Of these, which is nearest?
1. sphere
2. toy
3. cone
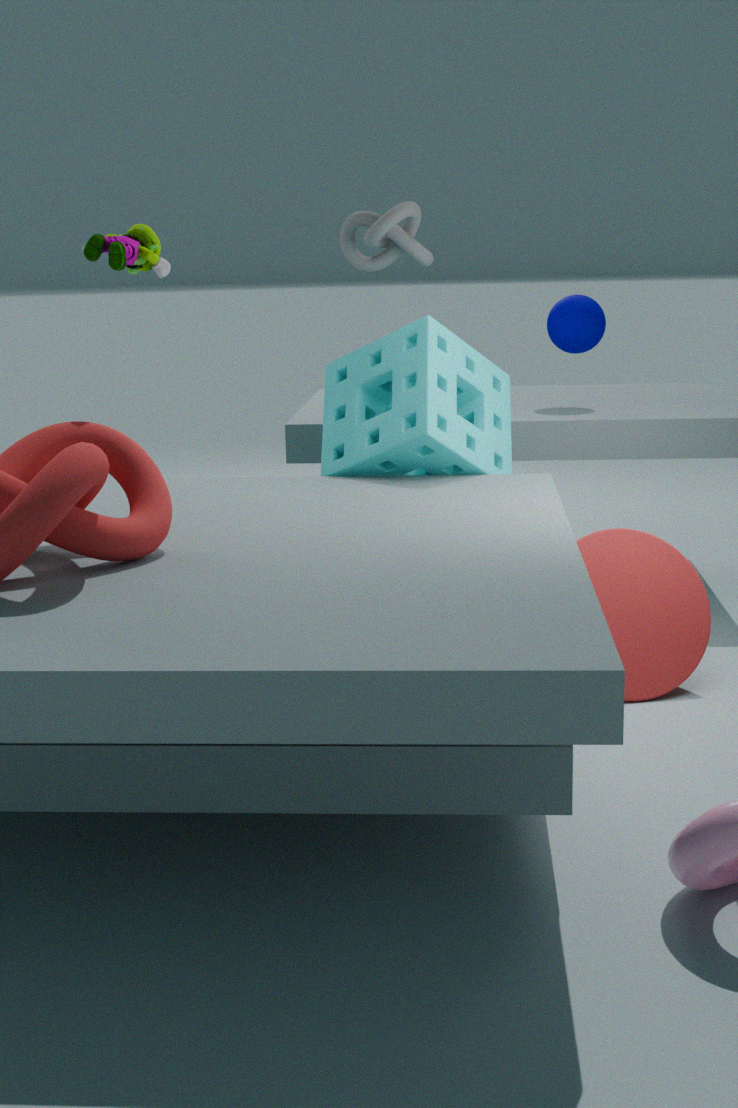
toy
